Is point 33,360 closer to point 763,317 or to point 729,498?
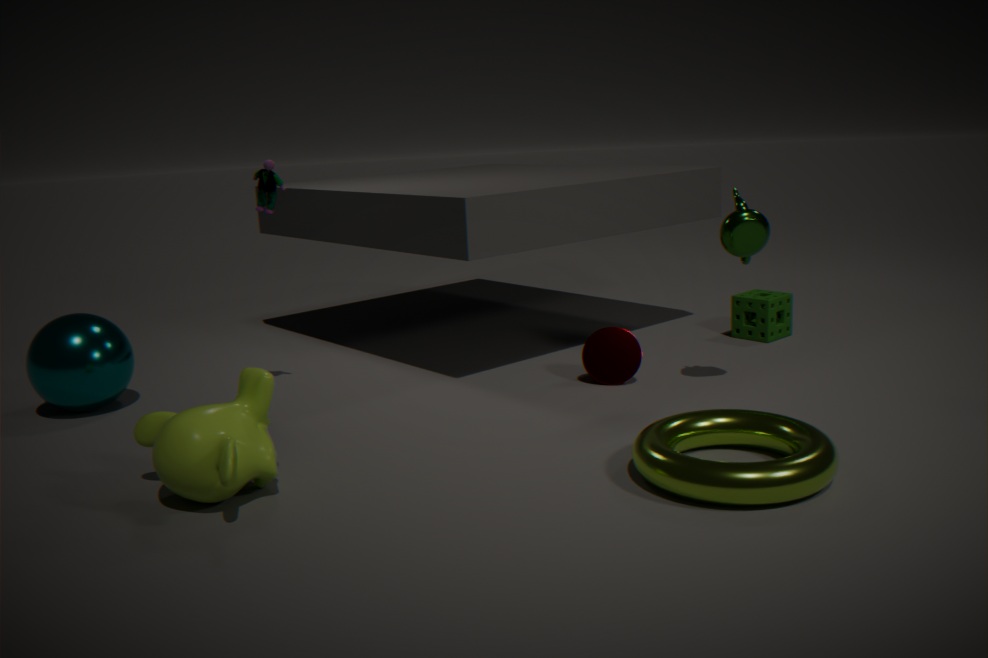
point 729,498
